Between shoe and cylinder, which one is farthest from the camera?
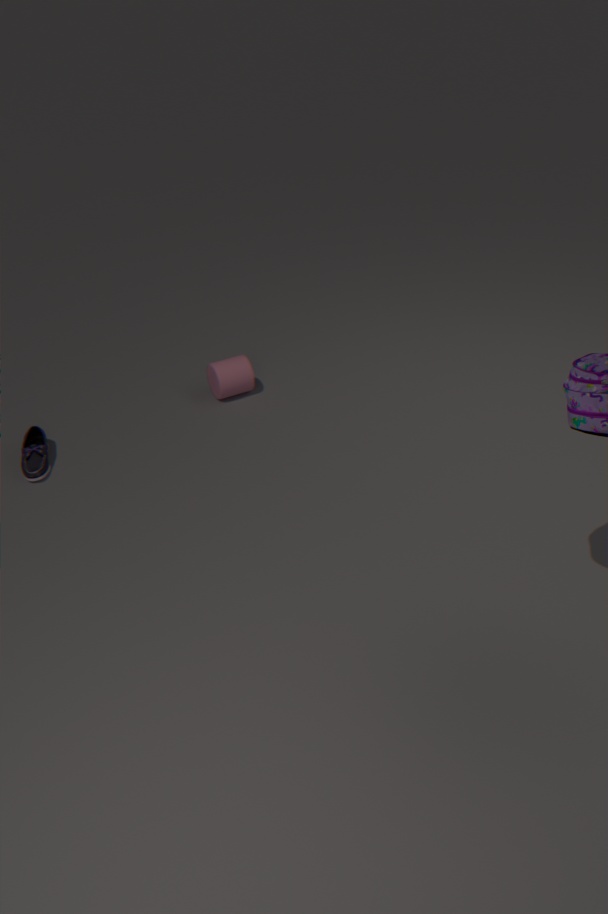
cylinder
